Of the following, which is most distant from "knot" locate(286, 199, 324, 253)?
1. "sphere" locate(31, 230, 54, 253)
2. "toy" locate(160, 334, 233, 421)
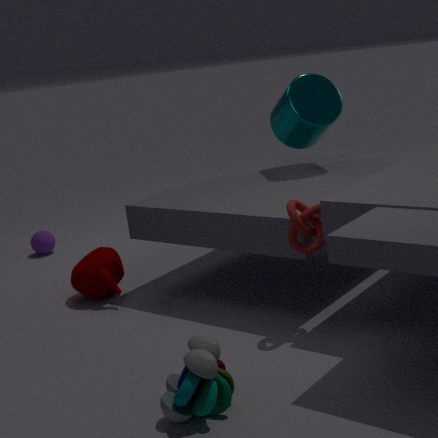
"sphere" locate(31, 230, 54, 253)
